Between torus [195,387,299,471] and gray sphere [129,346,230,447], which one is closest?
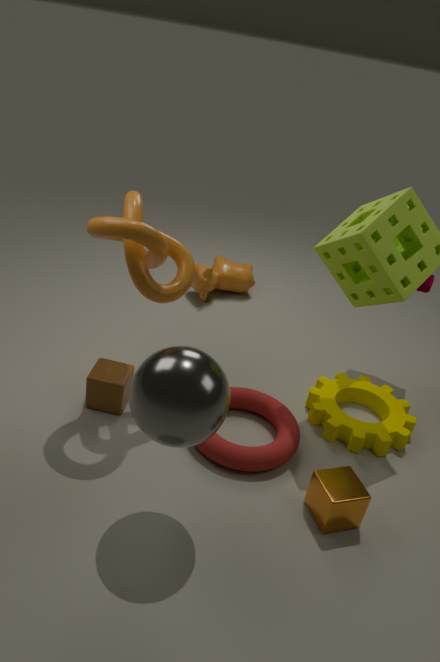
gray sphere [129,346,230,447]
